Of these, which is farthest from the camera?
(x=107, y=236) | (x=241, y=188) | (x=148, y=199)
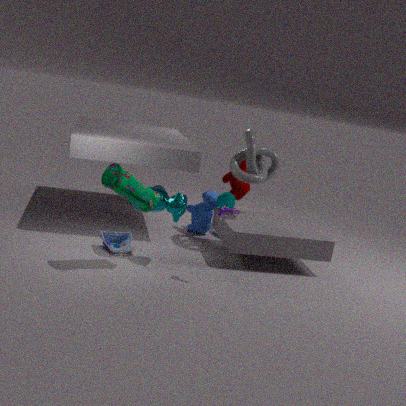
(x=241, y=188)
